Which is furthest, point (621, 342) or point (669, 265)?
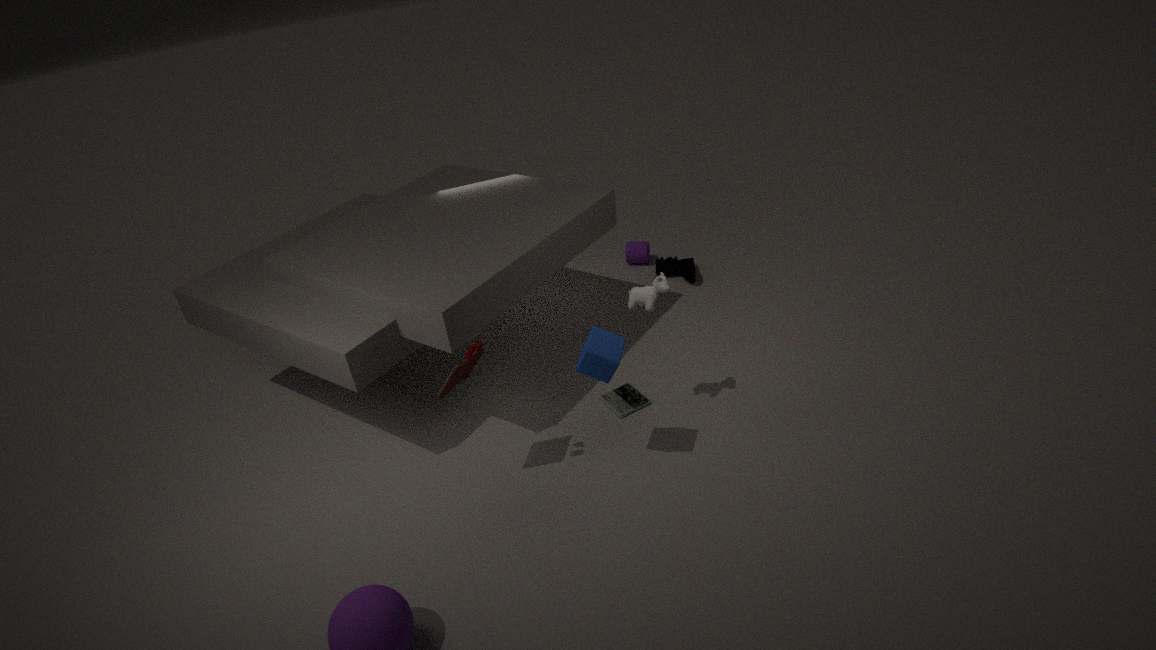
point (669, 265)
